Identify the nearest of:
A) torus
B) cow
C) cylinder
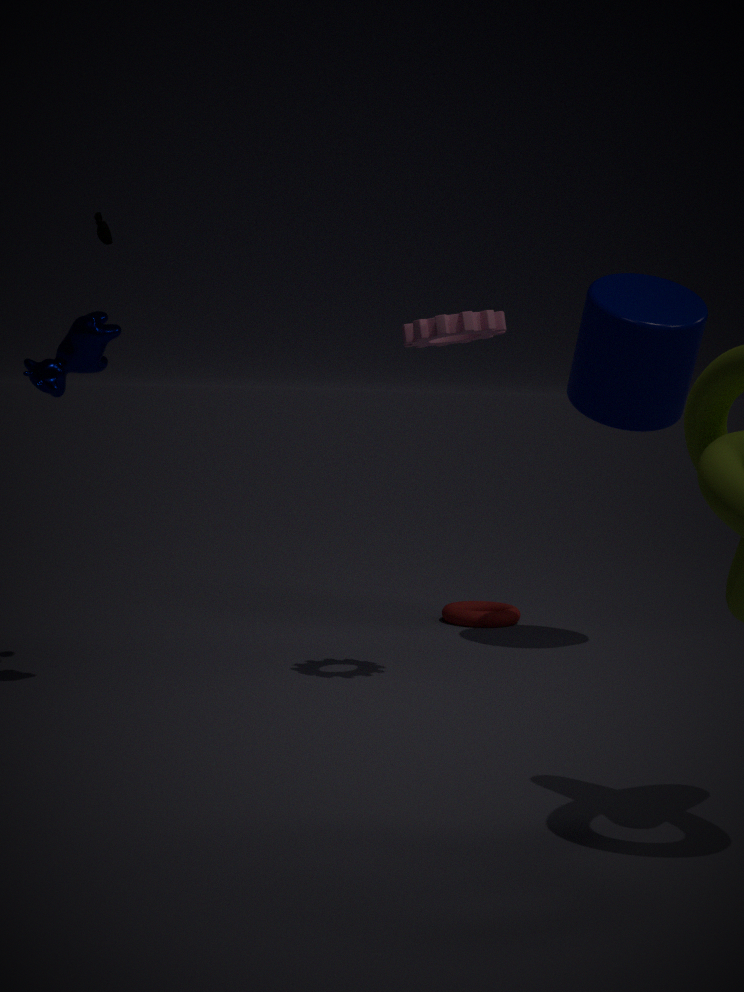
cow
